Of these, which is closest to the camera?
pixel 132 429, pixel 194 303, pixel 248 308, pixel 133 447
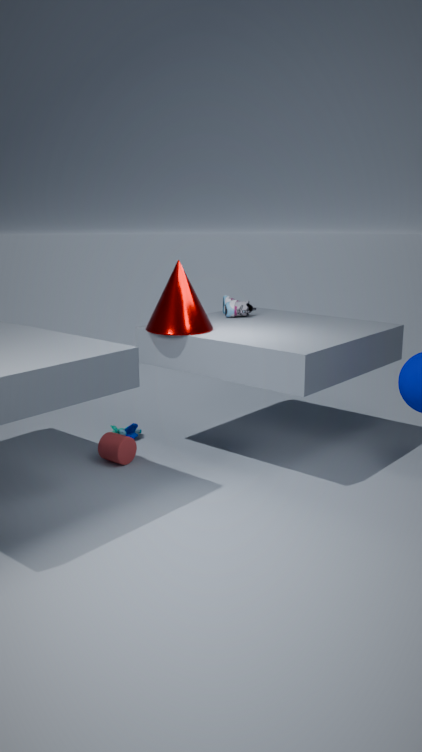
pixel 194 303
